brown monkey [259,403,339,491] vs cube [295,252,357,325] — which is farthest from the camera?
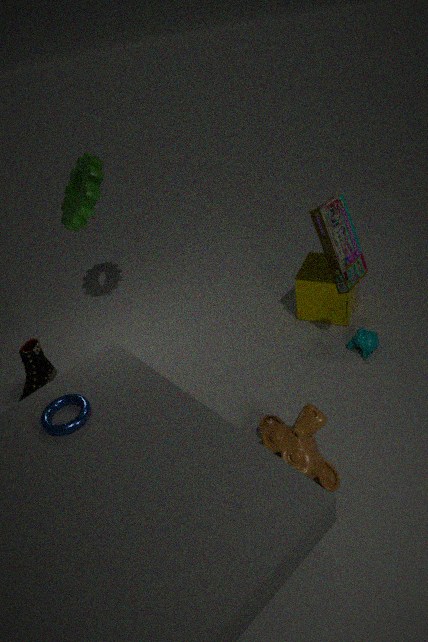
cube [295,252,357,325]
